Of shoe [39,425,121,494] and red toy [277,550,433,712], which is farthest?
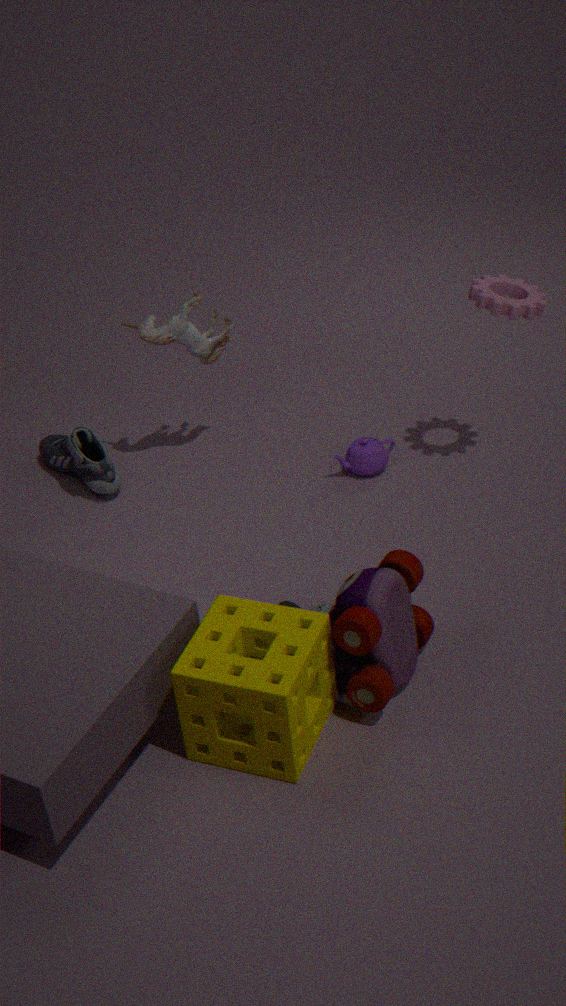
shoe [39,425,121,494]
